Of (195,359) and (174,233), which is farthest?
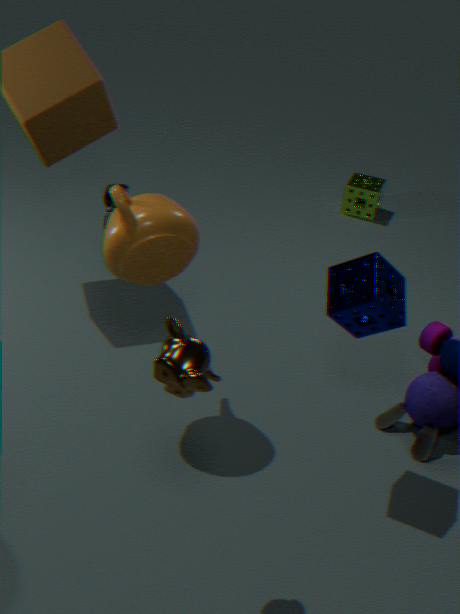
(174,233)
